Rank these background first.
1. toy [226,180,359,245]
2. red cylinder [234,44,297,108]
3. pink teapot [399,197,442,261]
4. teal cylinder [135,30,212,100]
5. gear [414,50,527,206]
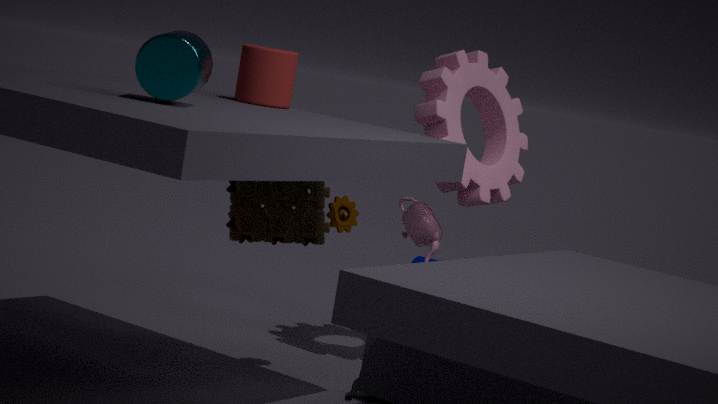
1. pink teapot [399,197,442,261]
2. gear [414,50,527,206]
3. red cylinder [234,44,297,108]
4. toy [226,180,359,245]
5. teal cylinder [135,30,212,100]
